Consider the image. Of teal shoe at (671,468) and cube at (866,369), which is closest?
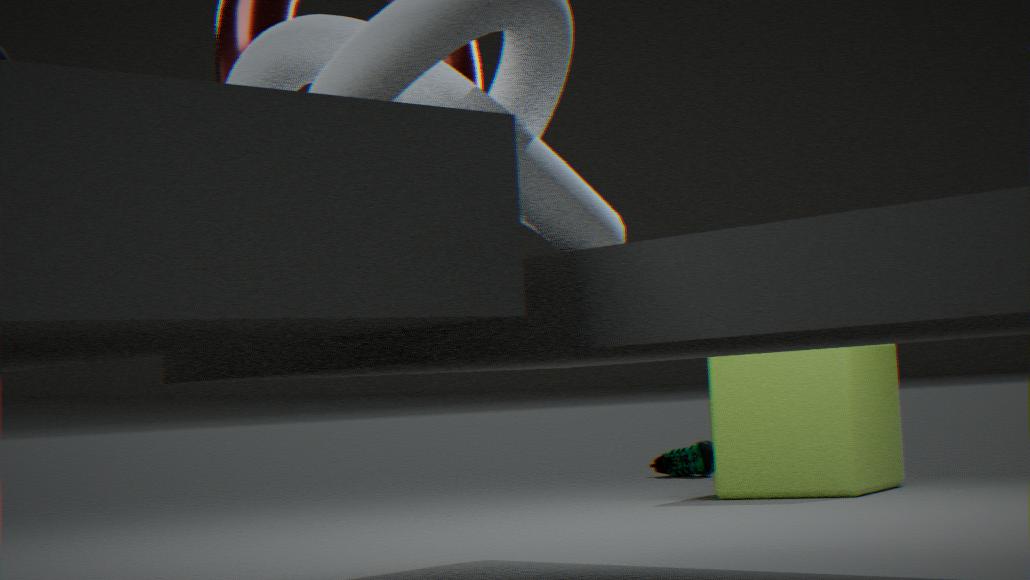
cube at (866,369)
